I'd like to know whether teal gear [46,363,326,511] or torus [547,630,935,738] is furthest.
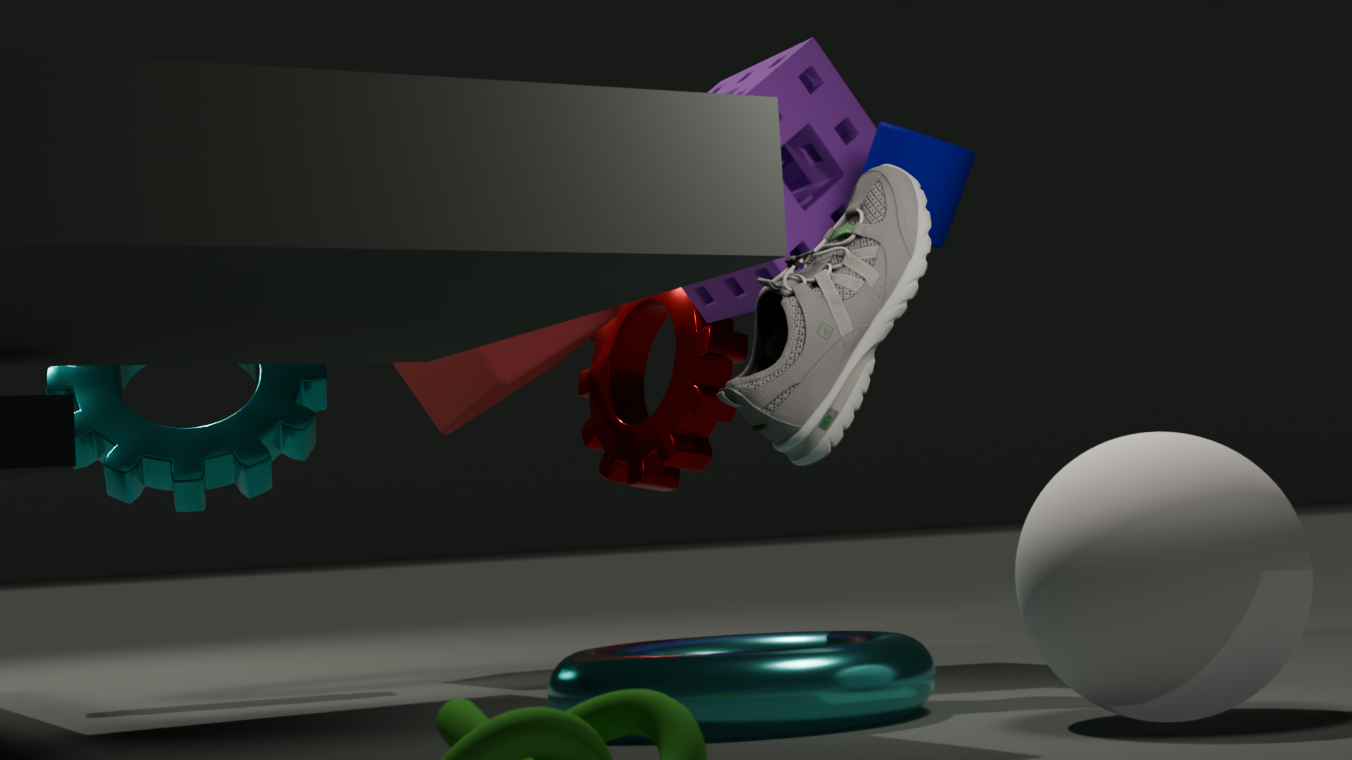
teal gear [46,363,326,511]
